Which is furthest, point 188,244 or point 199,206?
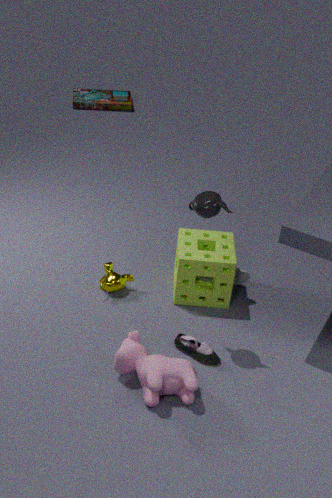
point 188,244
